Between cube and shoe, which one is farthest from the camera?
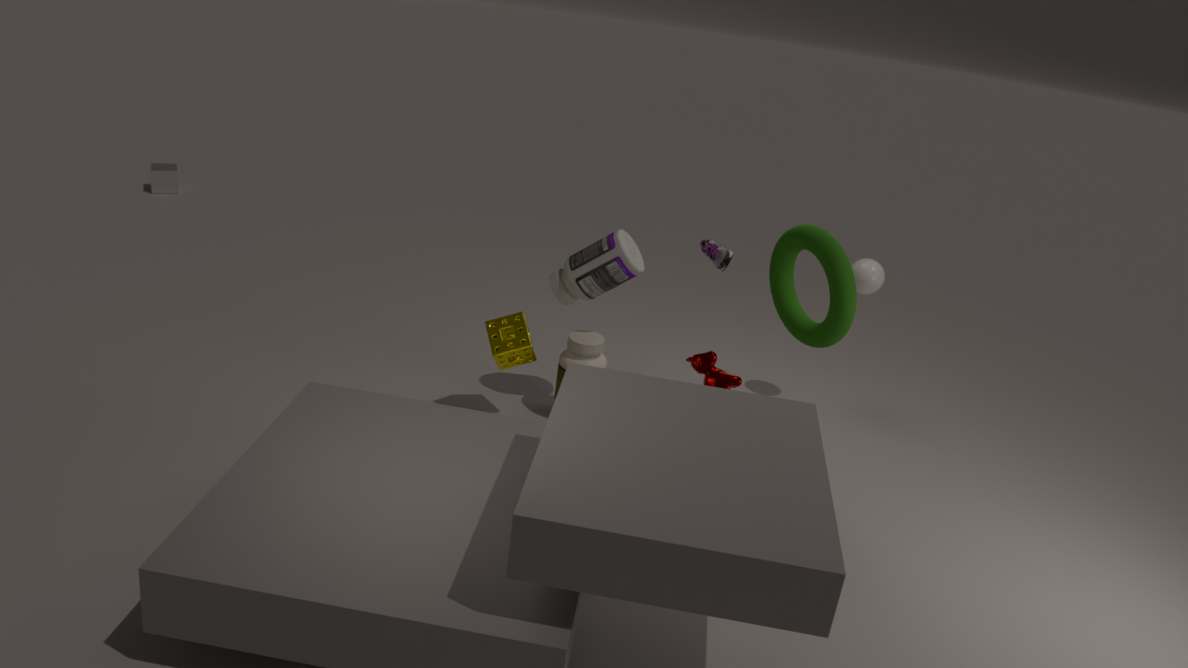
cube
